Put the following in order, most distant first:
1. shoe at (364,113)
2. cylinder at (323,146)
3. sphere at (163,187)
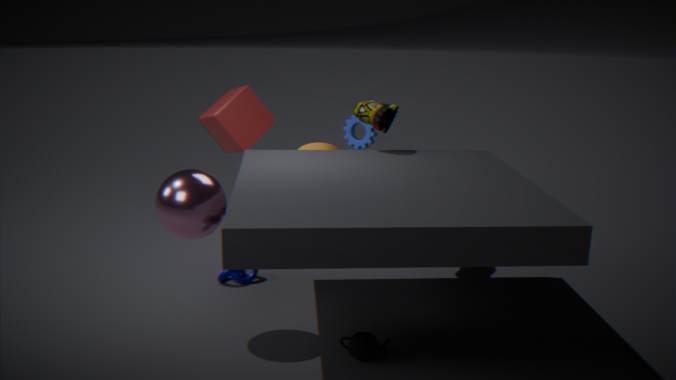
cylinder at (323,146)
shoe at (364,113)
sphere at (163,187)
